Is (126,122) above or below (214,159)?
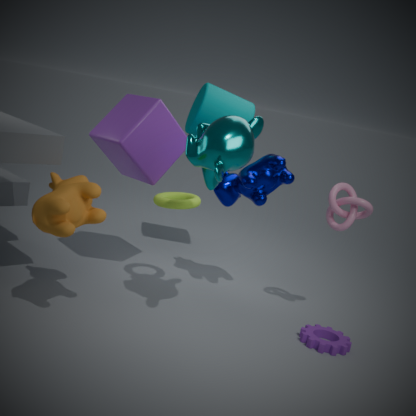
below
